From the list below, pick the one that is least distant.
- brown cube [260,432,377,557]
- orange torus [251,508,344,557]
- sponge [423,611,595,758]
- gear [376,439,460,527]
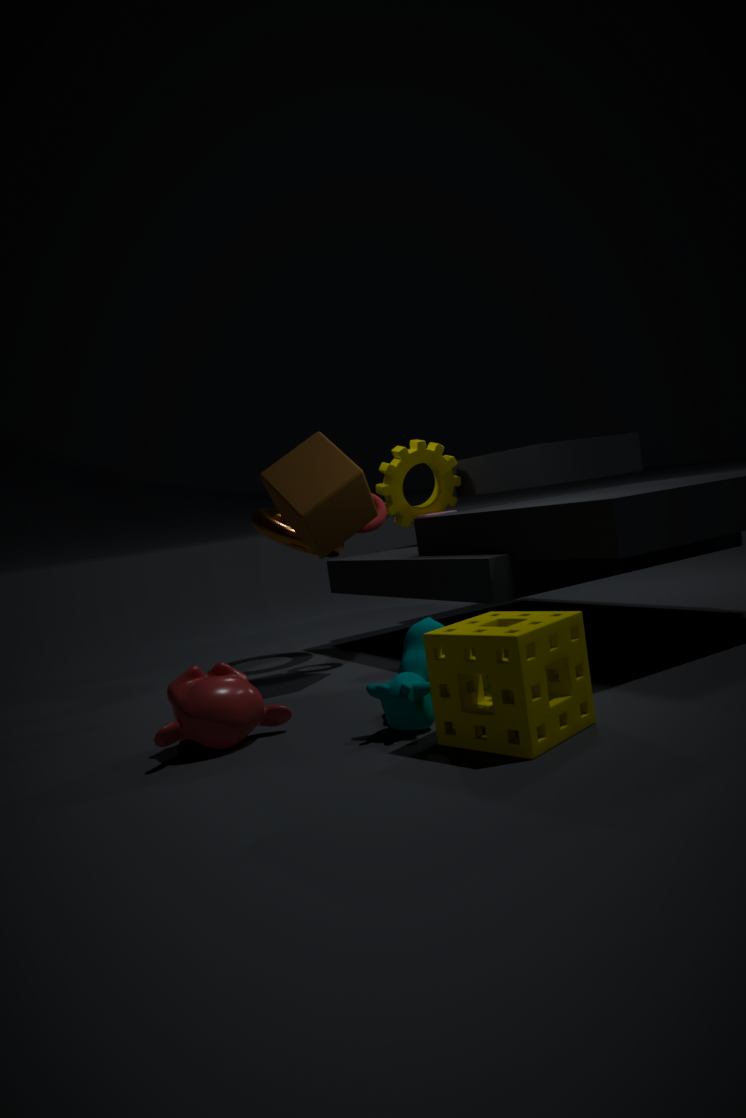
sponge [423,611,595,758]
